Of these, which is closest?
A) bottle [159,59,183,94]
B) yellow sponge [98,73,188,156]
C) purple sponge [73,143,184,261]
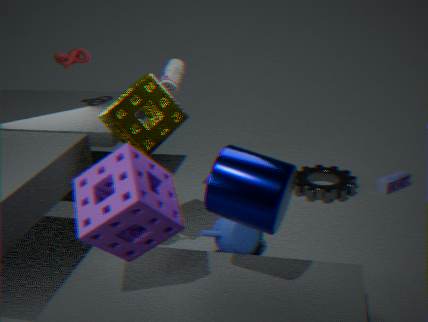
purple sponge [73,143,184,261]
